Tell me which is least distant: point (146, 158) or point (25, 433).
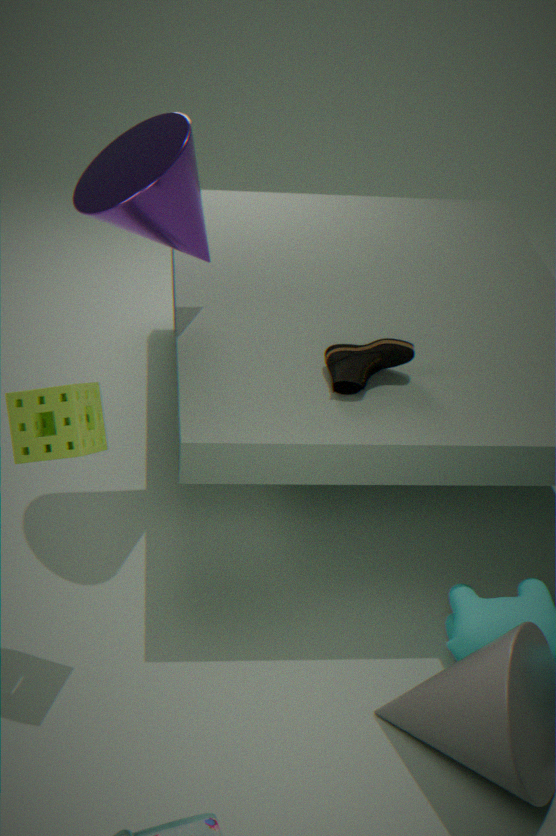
point (25, 433)
